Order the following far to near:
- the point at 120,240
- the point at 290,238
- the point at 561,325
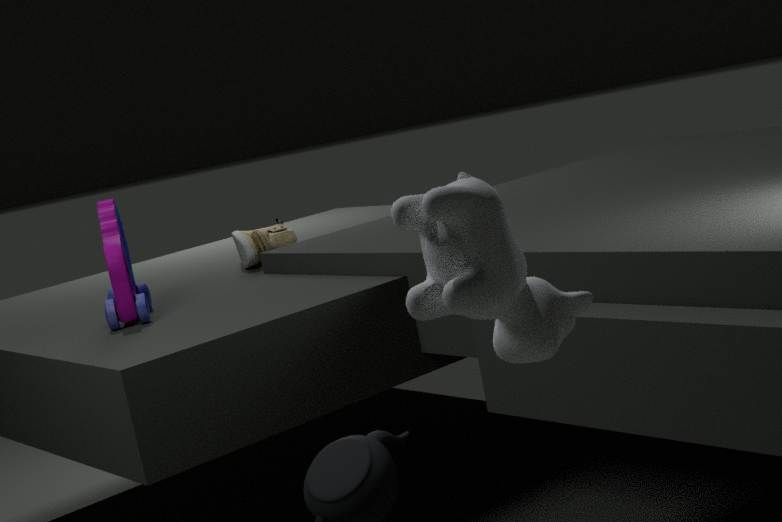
the point at 290,238 < the point at 120,240 < the point at 561,325
